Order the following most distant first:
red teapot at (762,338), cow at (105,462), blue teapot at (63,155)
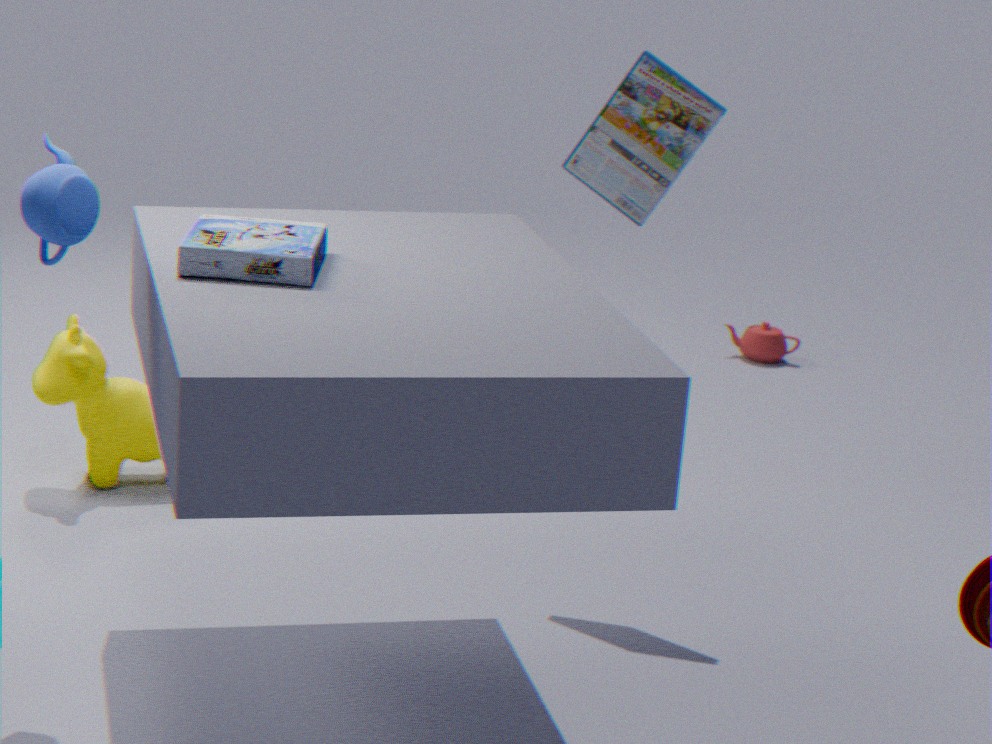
red teapot at (762,338) → cow at (105,462) → blue teapot at (63,155)
